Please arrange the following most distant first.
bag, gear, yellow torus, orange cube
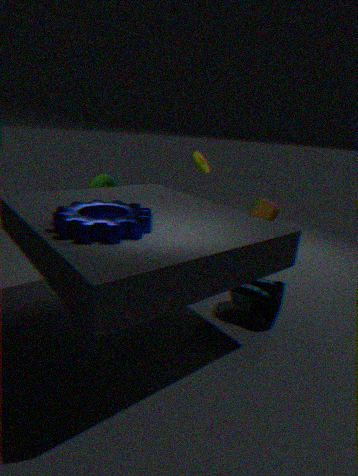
yellow torus, orange cube, bag, gear
